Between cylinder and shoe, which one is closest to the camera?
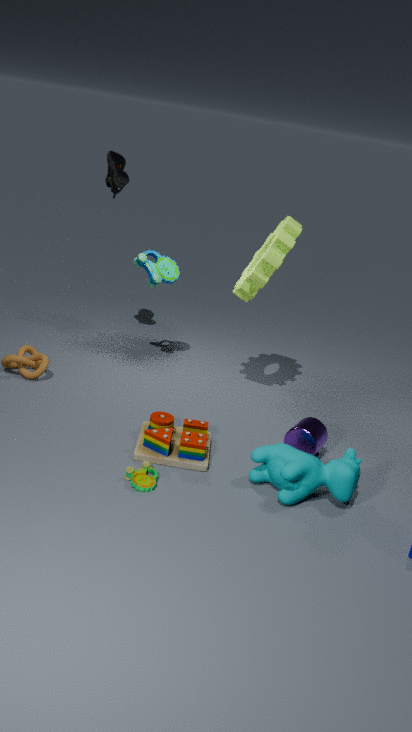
cylinder
